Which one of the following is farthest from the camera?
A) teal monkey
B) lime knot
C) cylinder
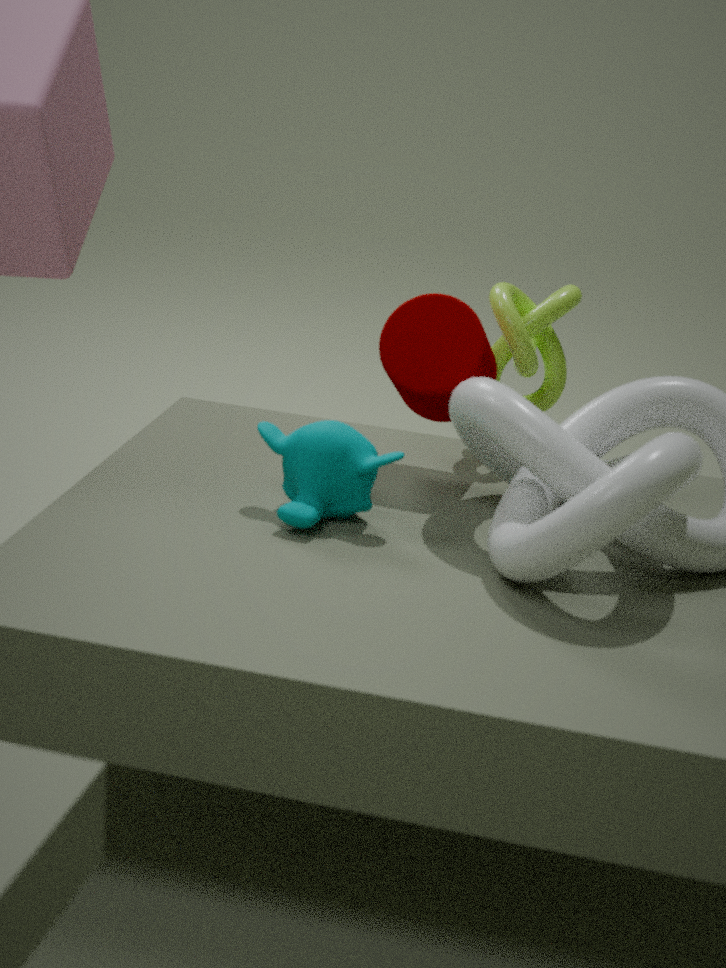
lime knot
